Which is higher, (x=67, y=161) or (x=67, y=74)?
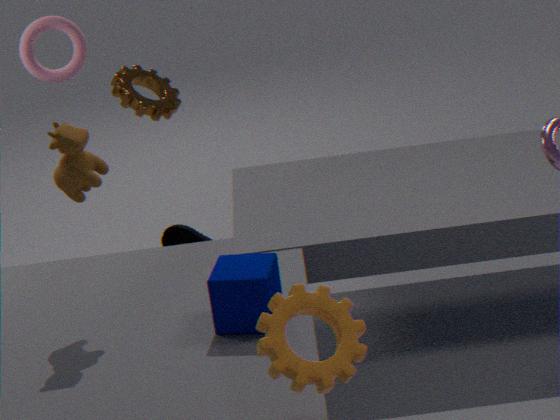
(x=67, y=74)
